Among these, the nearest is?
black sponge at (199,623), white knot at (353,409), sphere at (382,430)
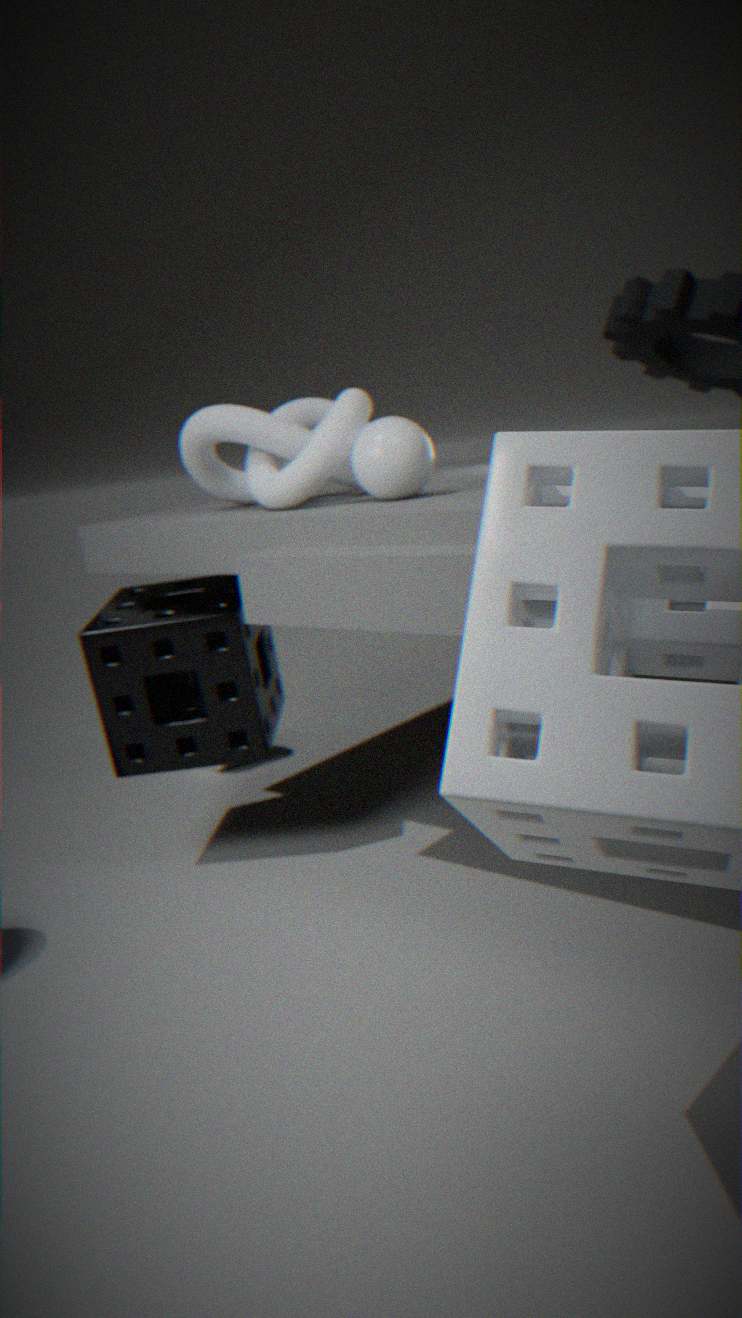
sphere at (382,430)
